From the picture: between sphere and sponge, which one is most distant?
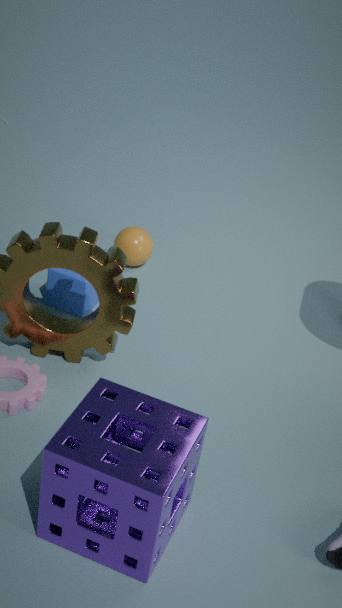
sphere
